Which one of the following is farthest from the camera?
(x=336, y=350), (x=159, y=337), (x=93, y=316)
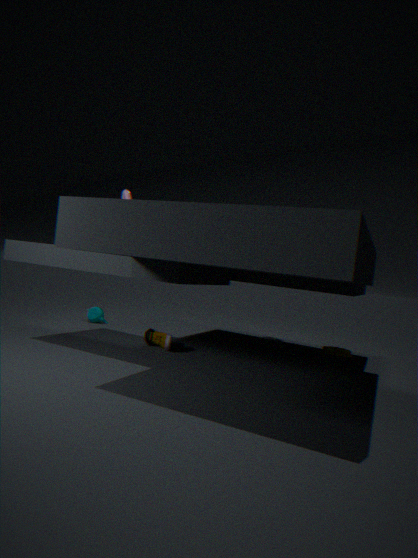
(x=93, y=316)
